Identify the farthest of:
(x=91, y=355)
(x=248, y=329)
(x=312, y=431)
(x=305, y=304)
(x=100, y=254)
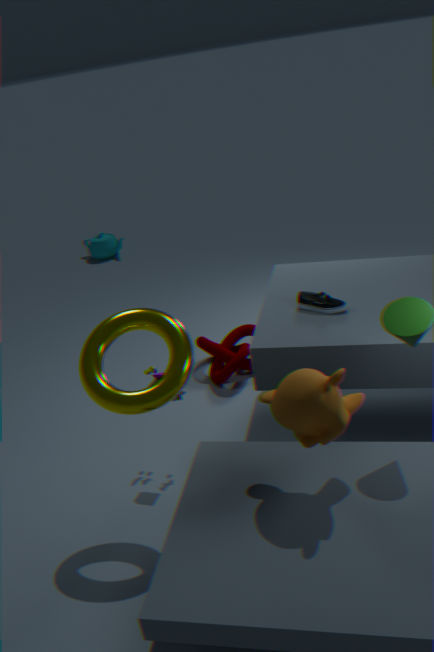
(x=100, y=254)
